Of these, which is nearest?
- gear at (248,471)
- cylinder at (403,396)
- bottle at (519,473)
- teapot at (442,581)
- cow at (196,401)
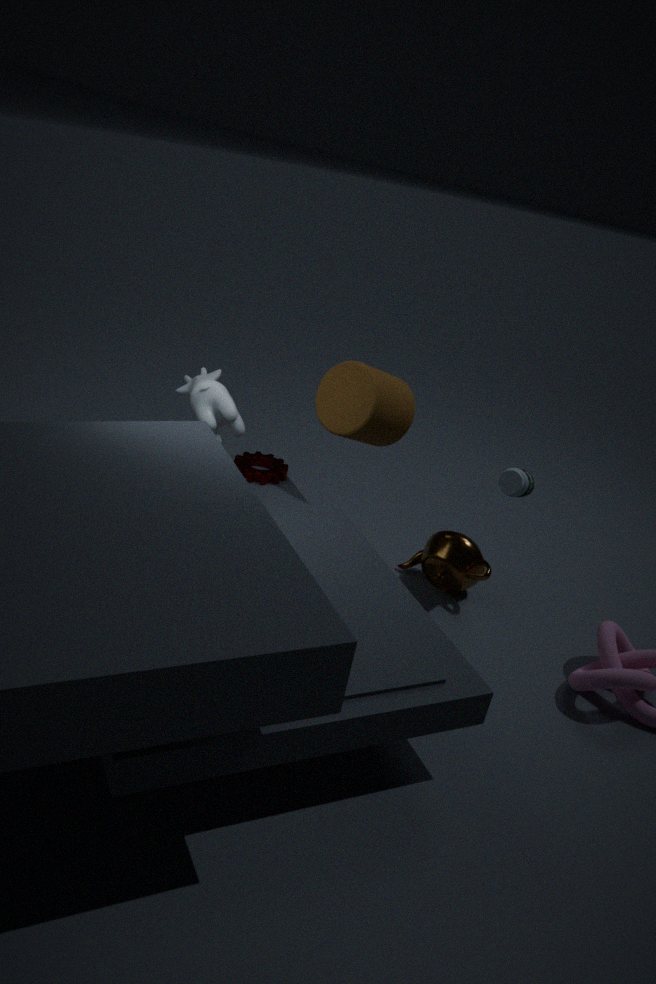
cow at (196,401)
